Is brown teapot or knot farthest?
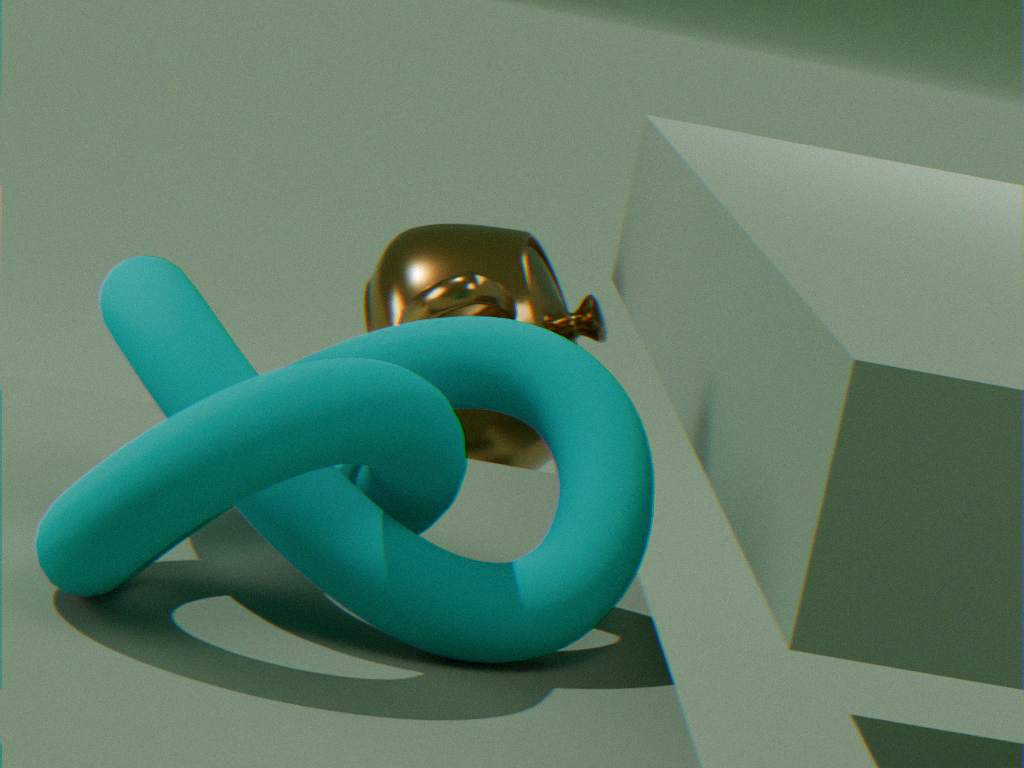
brown teapot
